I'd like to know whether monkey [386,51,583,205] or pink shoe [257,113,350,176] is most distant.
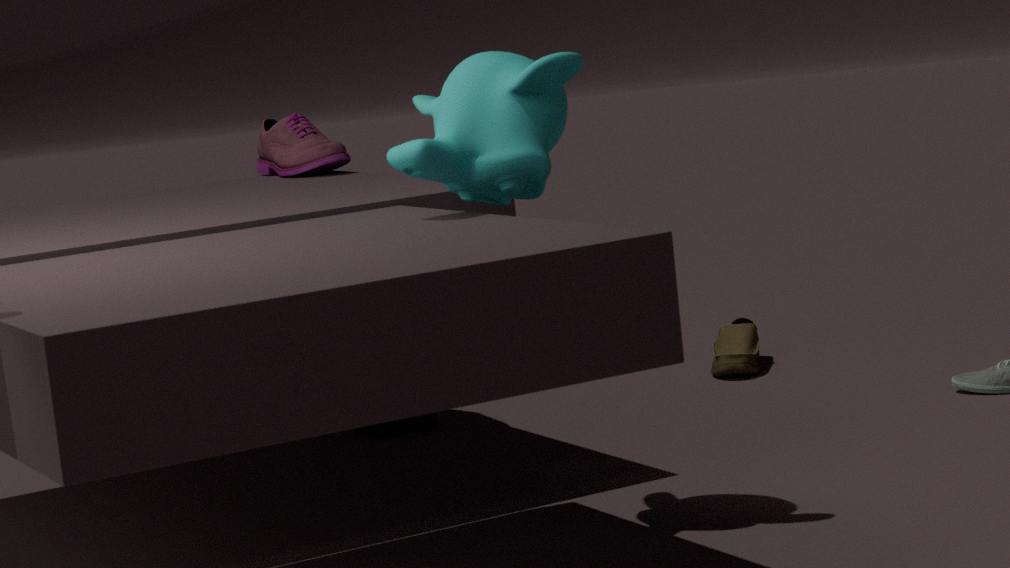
pink shoe [257,113,350,176]
